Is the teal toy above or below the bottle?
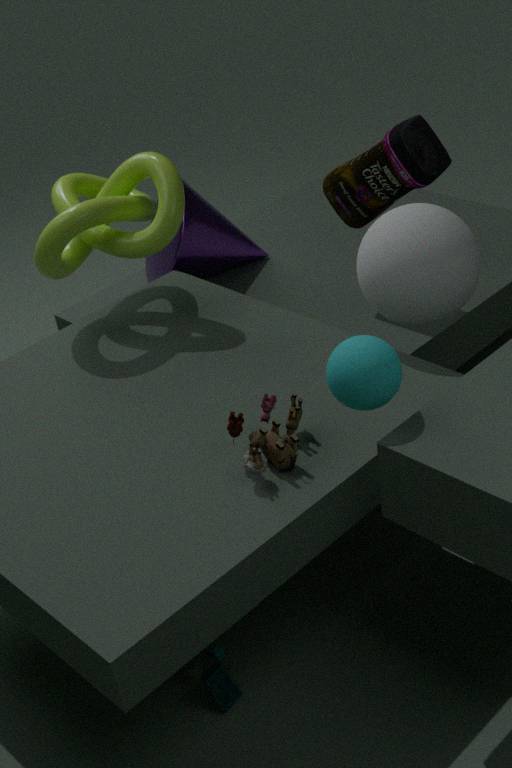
below
